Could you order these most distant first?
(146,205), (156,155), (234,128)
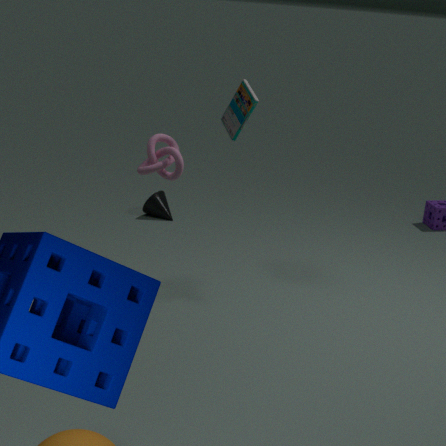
(146,205) < (234,128) < (156,155)
